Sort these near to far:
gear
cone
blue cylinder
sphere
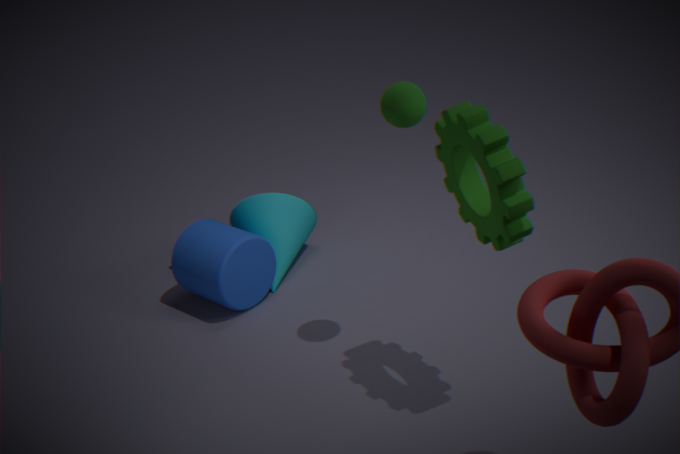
gear → sphere → blue cylinder → cone
